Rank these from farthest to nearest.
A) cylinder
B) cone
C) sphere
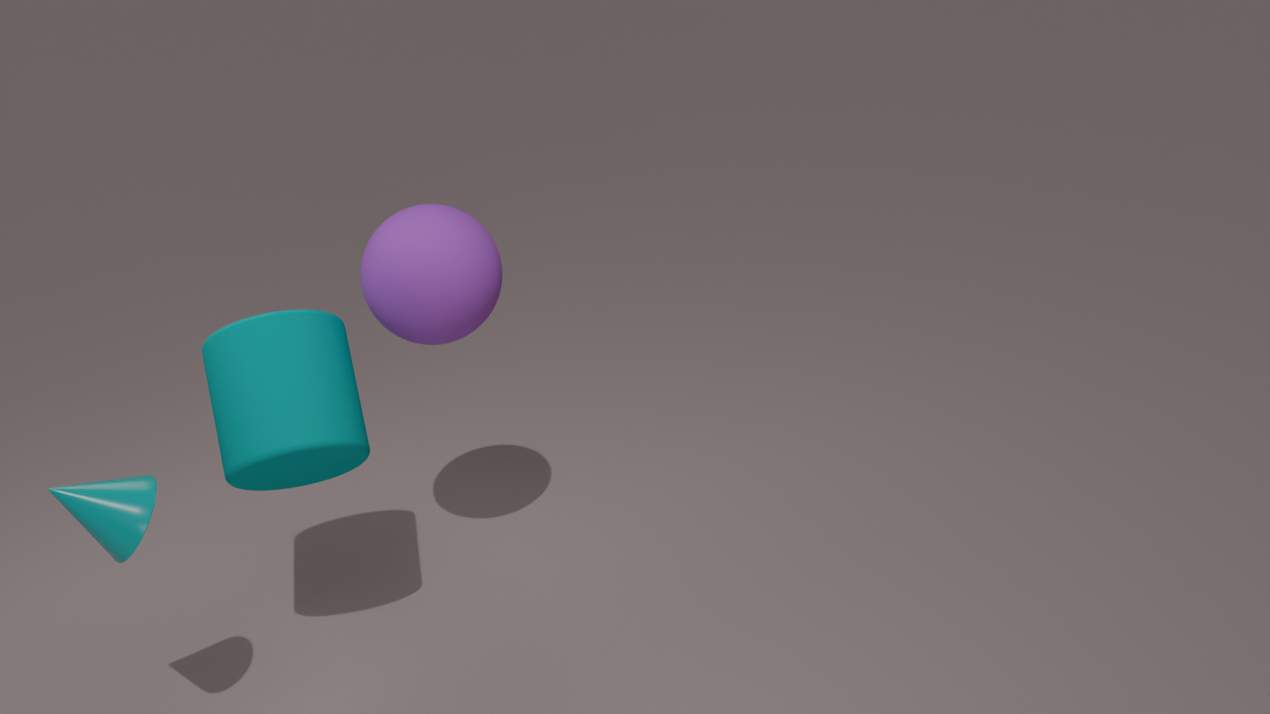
sphere < cylinder < cone
